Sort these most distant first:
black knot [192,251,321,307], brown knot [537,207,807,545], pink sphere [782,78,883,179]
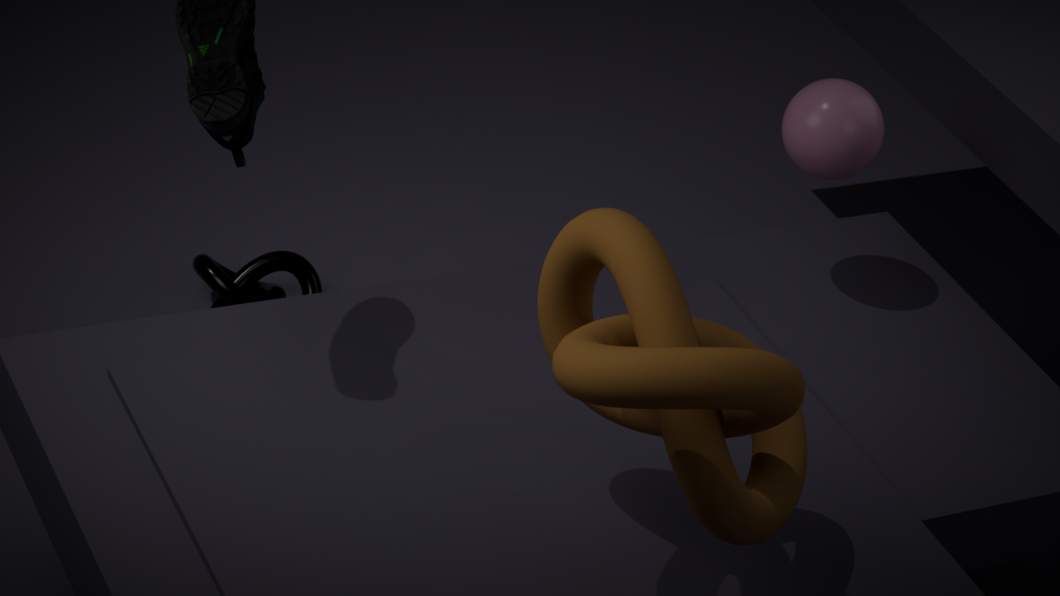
black knot [192,251,321,307], pink sphere [782,78,883,179], brown knot [537,207,807,545]
